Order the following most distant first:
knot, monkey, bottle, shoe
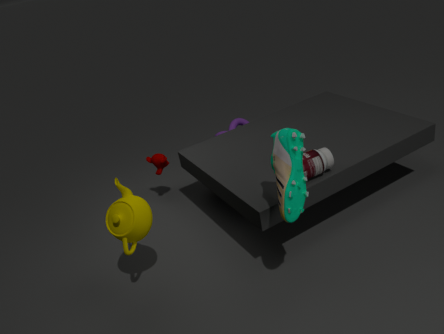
1. knot
2. monkey
3. bottle
4. shoe
